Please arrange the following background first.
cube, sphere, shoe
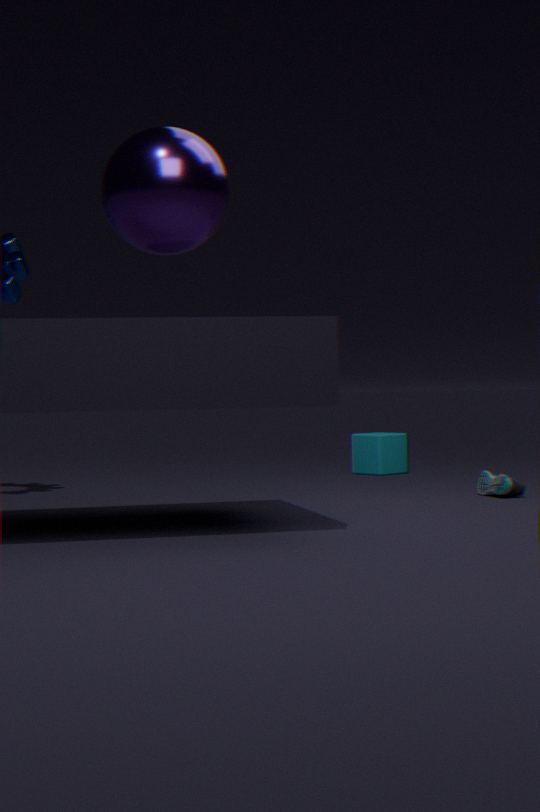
cube < shoe < sphere
